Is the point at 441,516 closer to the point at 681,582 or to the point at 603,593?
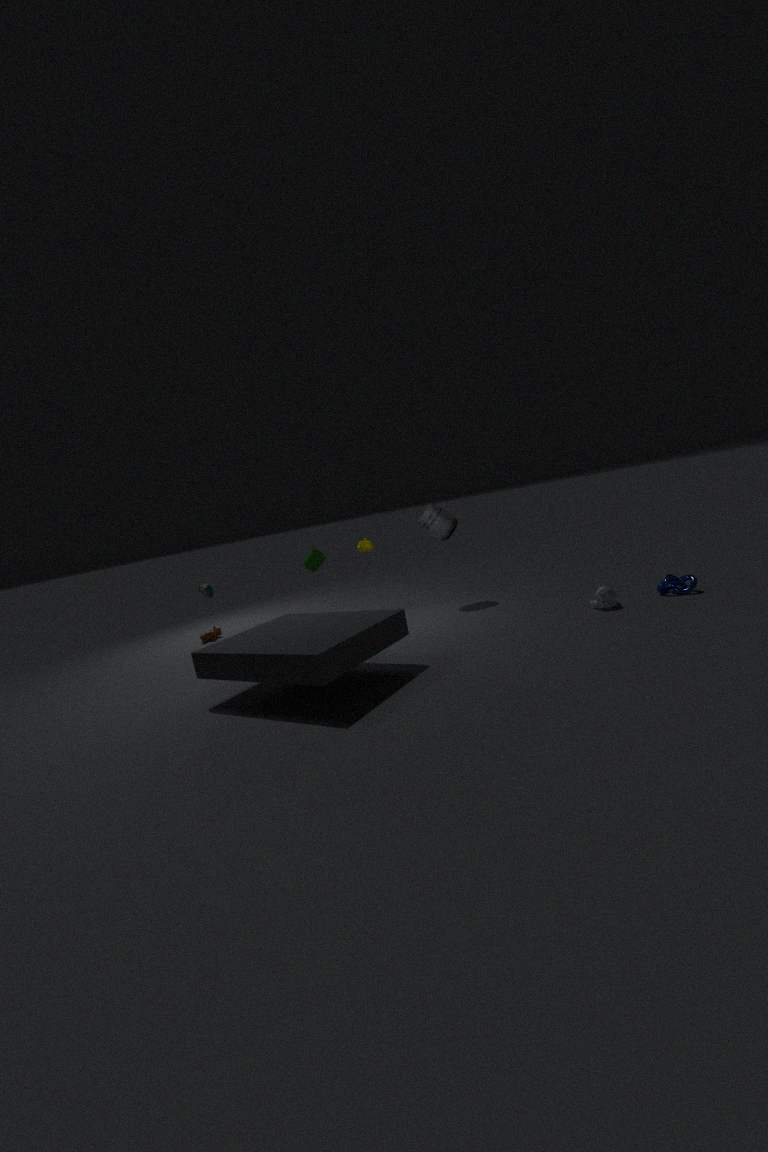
the point at 603,593
